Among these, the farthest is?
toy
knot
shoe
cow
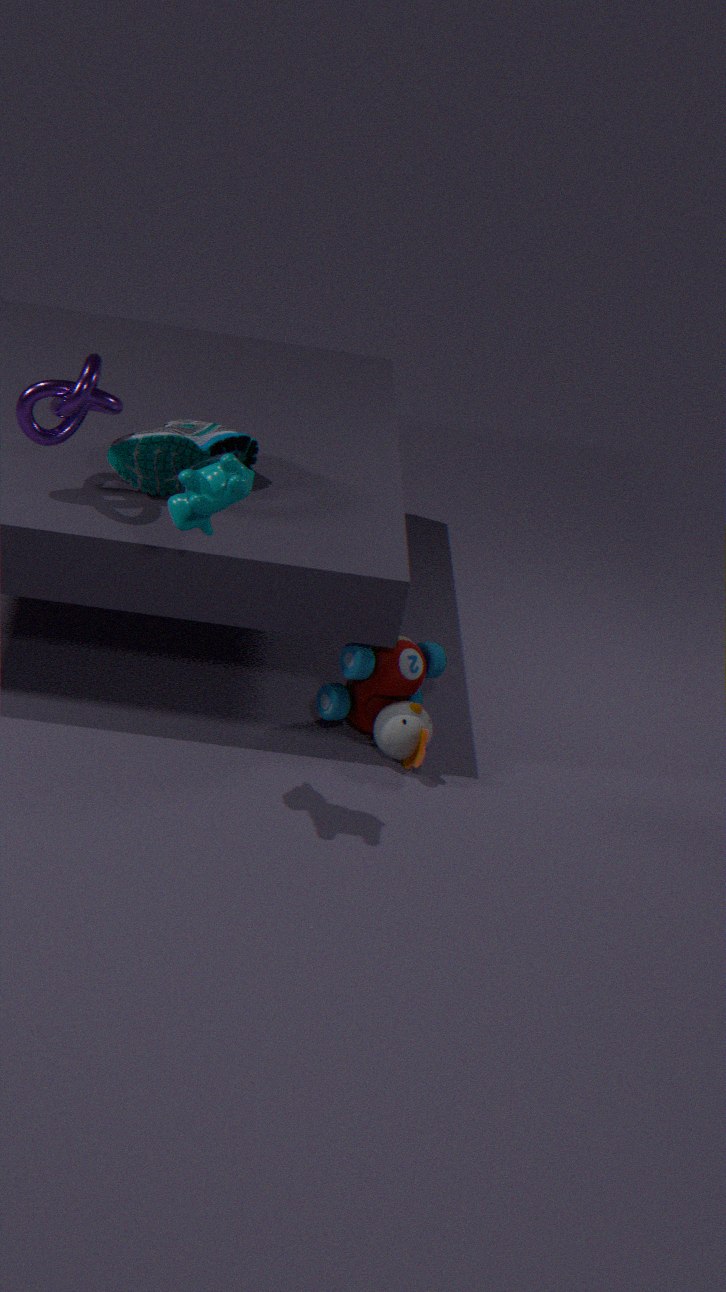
toy
